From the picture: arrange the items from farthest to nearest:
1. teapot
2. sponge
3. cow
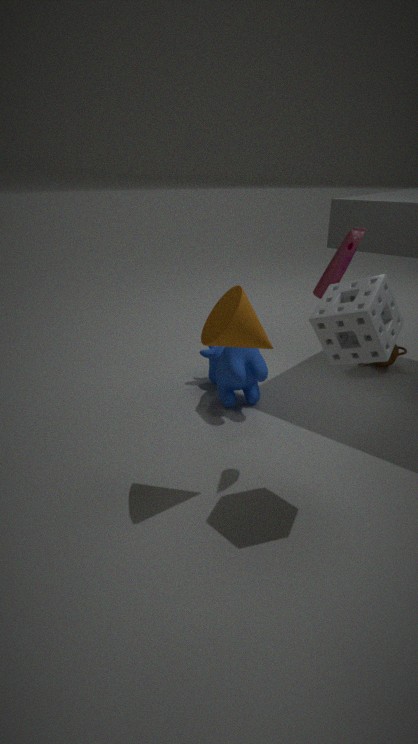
teapot < cow < sponge
